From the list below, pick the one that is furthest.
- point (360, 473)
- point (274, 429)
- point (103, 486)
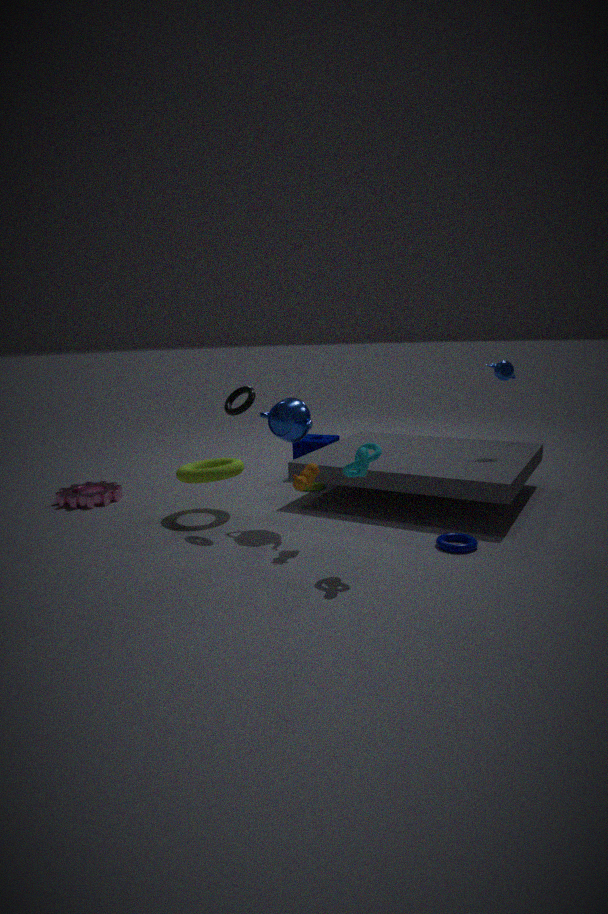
point (103, 486)
